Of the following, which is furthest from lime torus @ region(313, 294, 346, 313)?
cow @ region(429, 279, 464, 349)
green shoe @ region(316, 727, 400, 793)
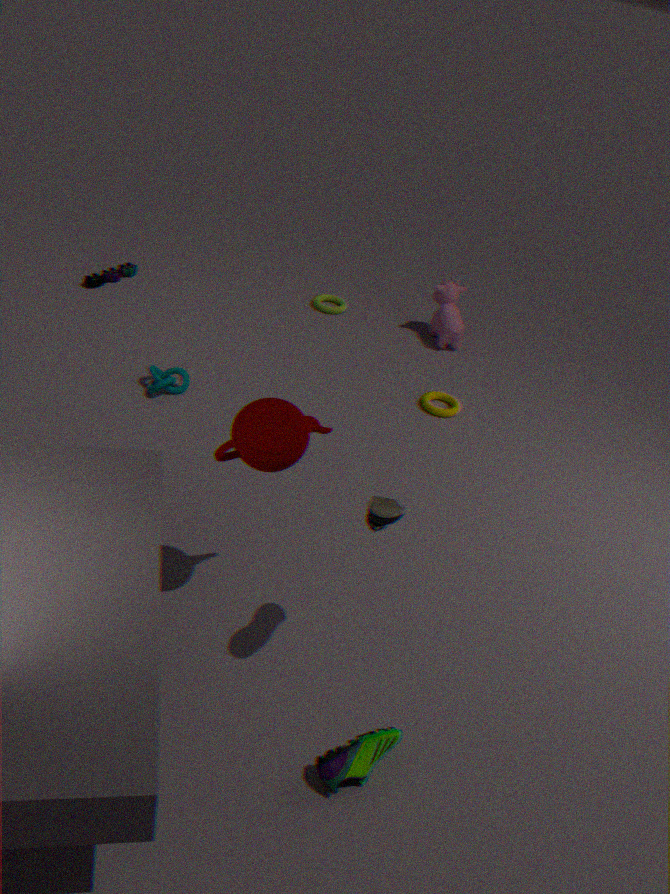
green shoe @ region(316, 727, 400, 793)
